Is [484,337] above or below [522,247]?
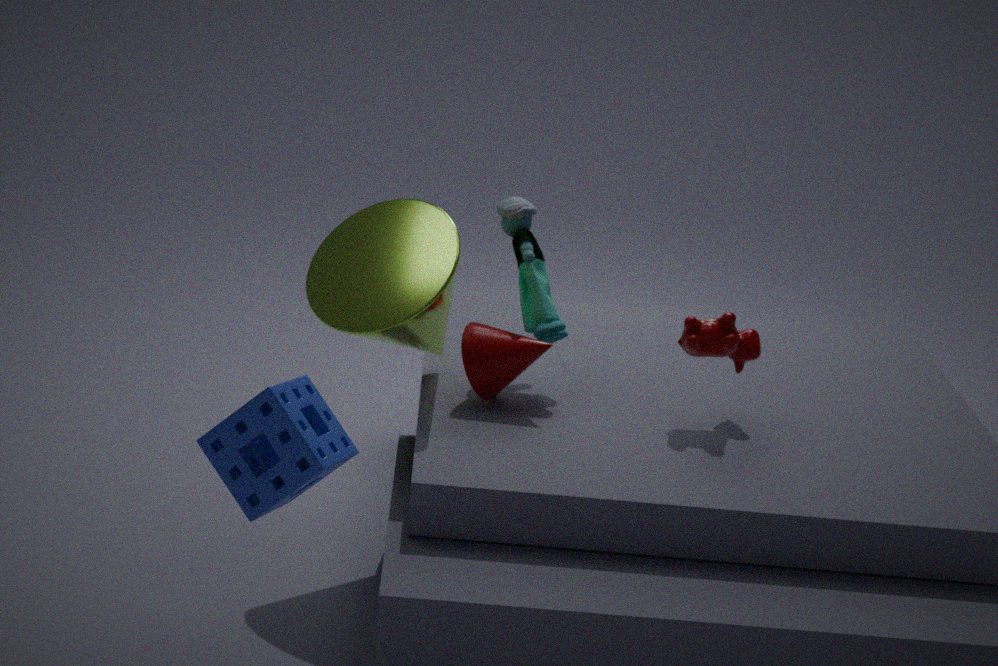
below
